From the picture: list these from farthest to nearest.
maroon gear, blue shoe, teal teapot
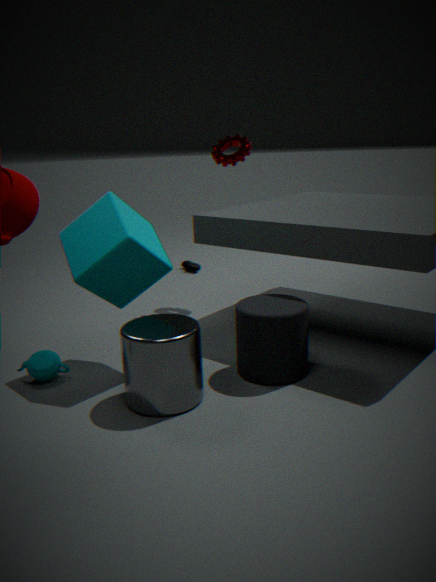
1. blue shoe
2. maroon gear
3. teal teapot
